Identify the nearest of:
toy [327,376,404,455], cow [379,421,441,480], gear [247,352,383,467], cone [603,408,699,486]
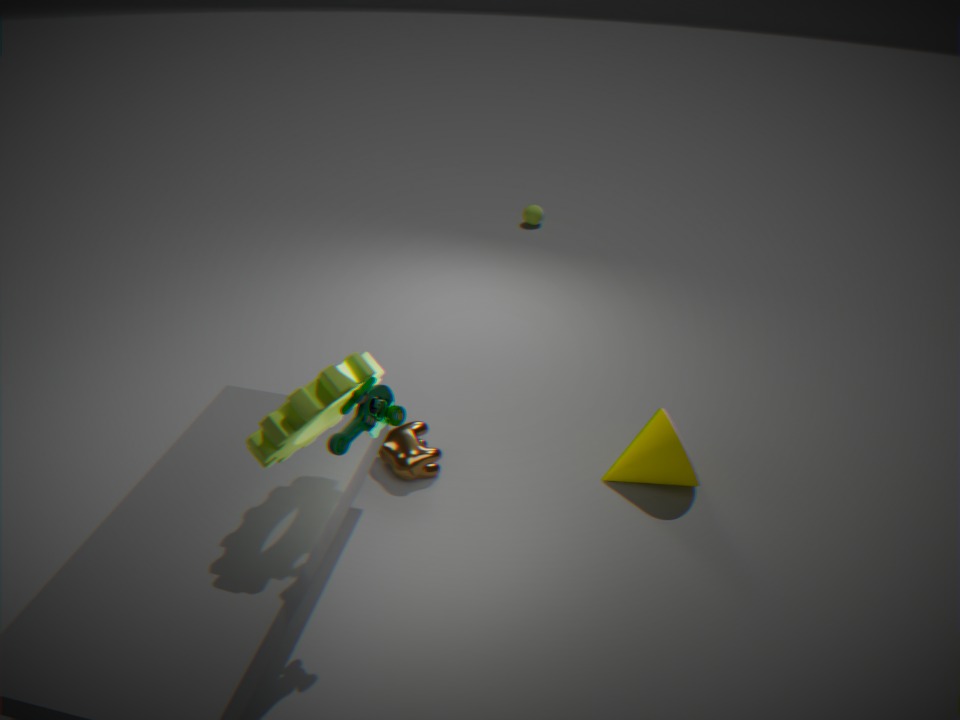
gear [247,352,383,467]
